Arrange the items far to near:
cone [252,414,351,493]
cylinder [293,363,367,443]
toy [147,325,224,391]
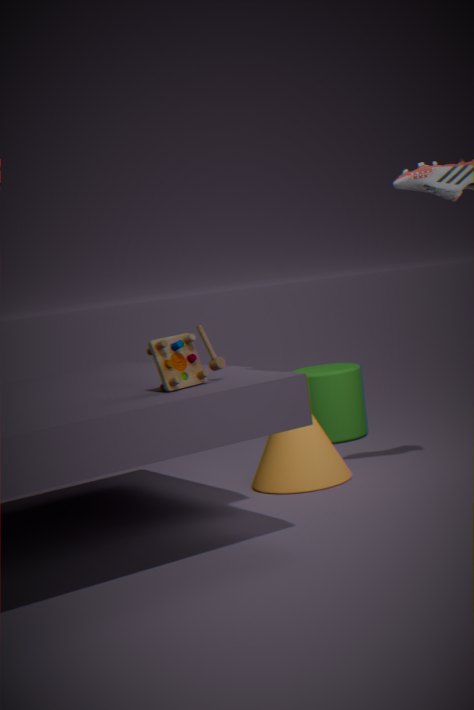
1. cylinder [293,363,367,443]
2. cone [252,414,351,493]
3. toy [147,325,224,391]
